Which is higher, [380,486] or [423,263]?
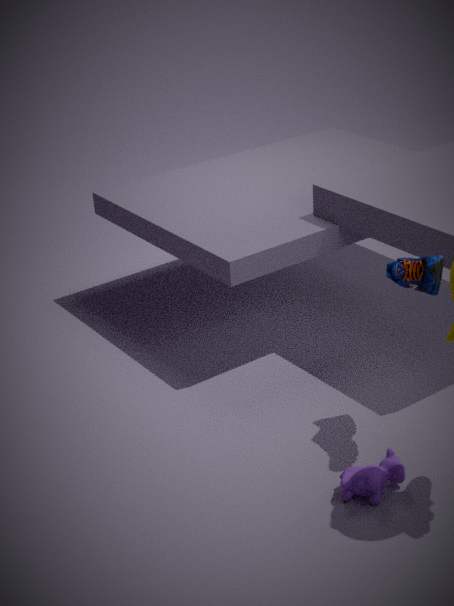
[423,263]
